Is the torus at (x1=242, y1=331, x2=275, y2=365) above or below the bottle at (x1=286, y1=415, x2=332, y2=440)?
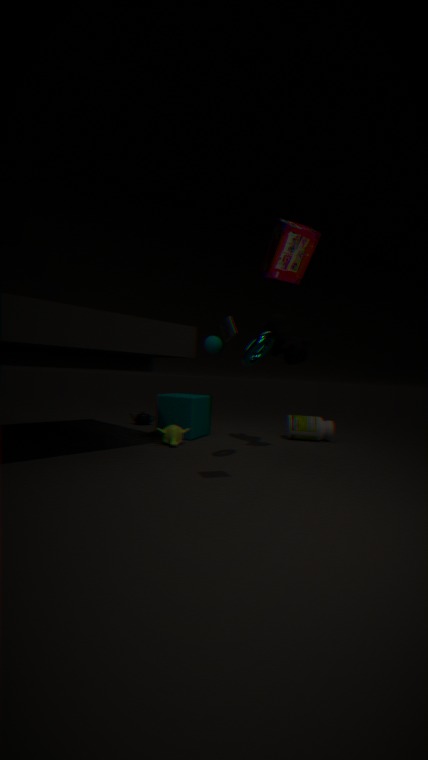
above
